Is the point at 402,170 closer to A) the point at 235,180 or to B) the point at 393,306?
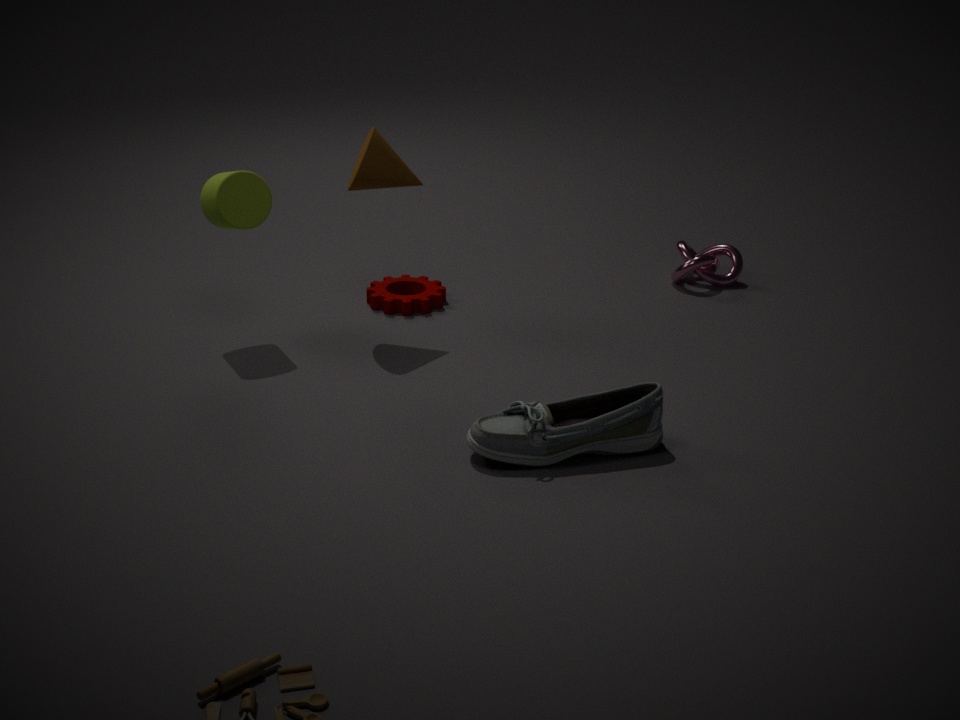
A) the point at 235,180
